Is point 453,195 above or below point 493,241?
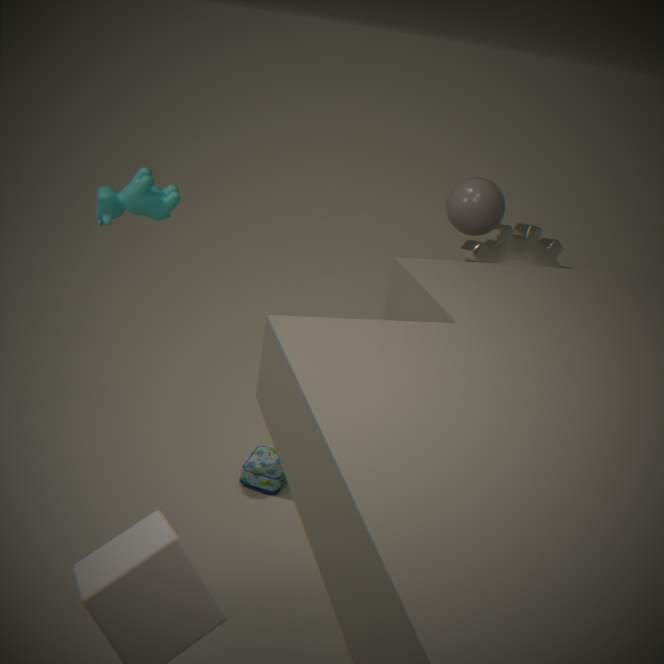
above
